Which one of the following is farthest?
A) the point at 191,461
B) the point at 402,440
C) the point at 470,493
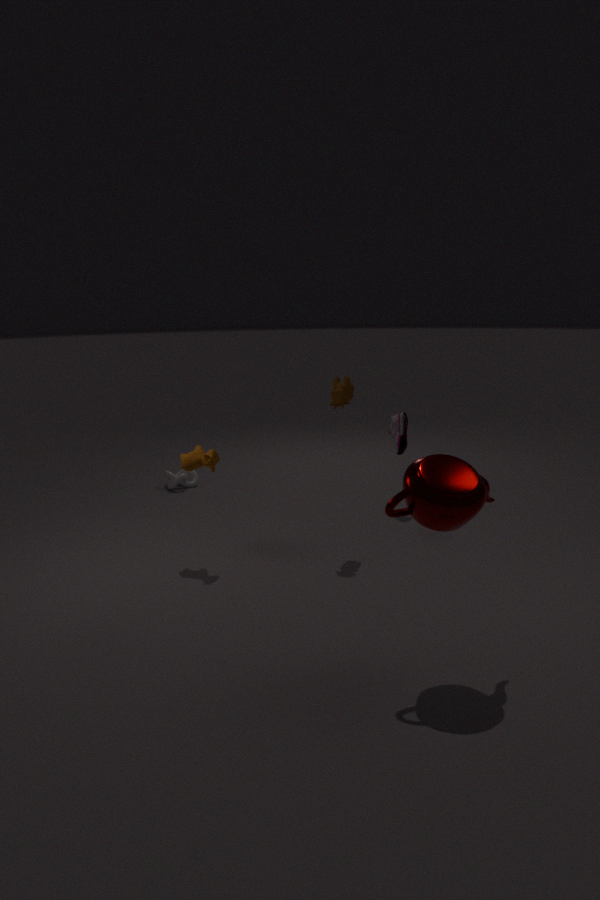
the point at 402,440
